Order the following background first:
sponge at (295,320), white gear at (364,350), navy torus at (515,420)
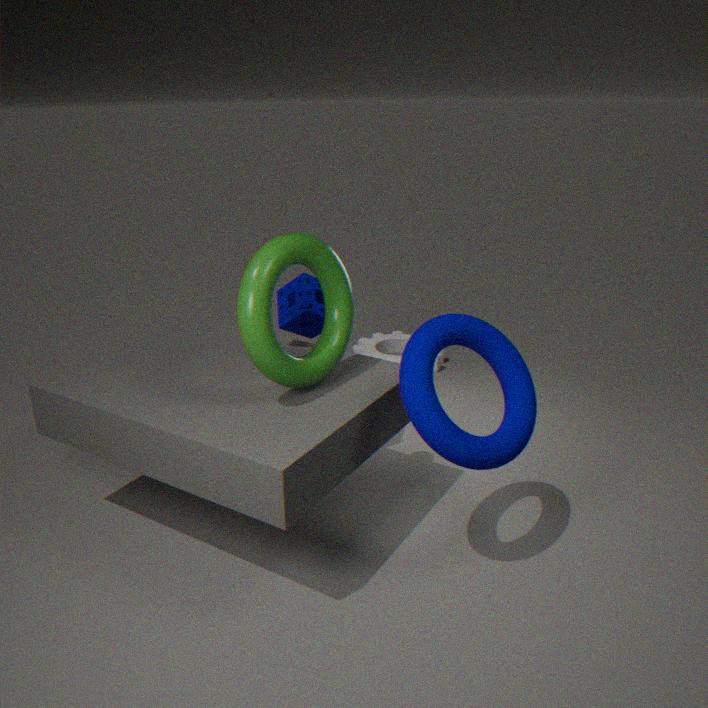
white gear at (364,350) → sponge at (295,320) → navy torus at (515,420)
